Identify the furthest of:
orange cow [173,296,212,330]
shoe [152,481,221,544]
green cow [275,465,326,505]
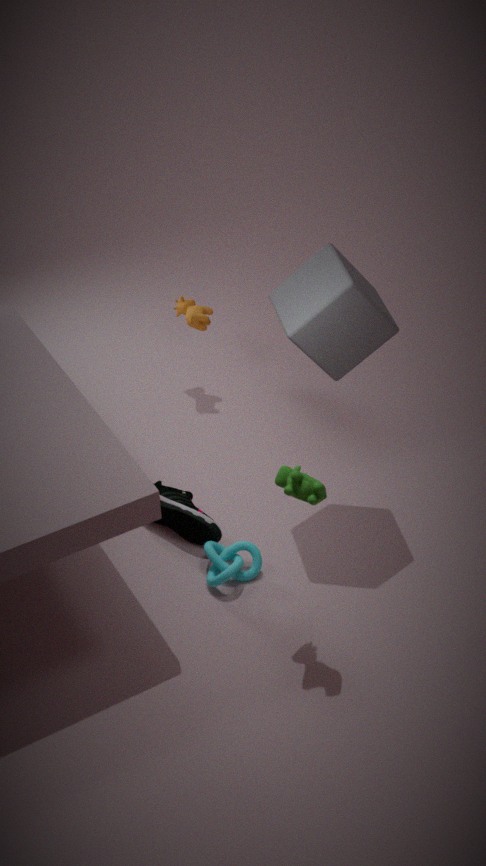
orange cow [173,296,212,330]
